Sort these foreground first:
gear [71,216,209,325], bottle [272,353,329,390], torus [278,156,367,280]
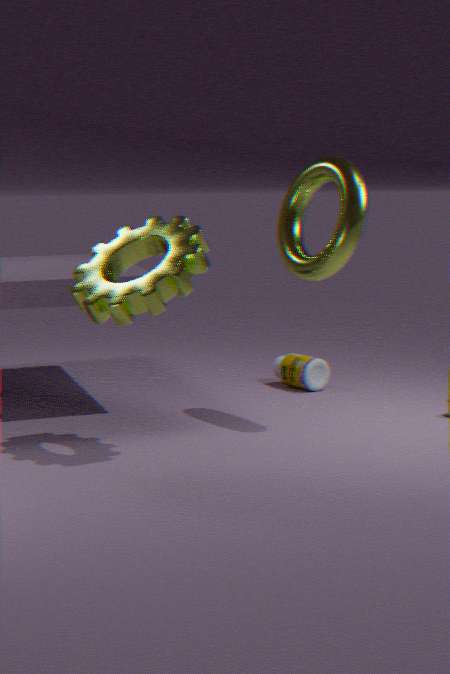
gear [71,216,209,325], torus [278,156,367,280], bottle [272,353,329,390]
